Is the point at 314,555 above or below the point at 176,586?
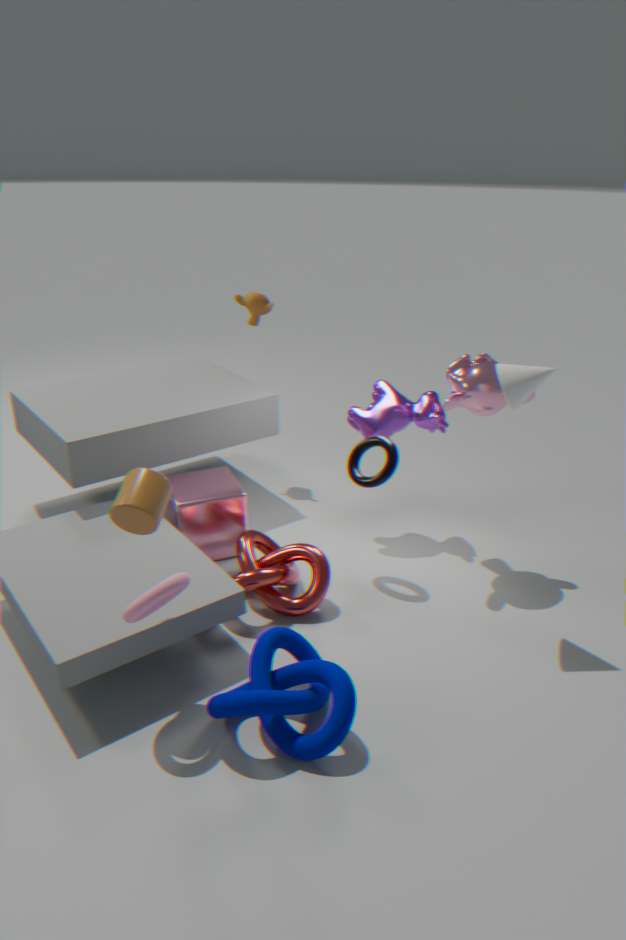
below
